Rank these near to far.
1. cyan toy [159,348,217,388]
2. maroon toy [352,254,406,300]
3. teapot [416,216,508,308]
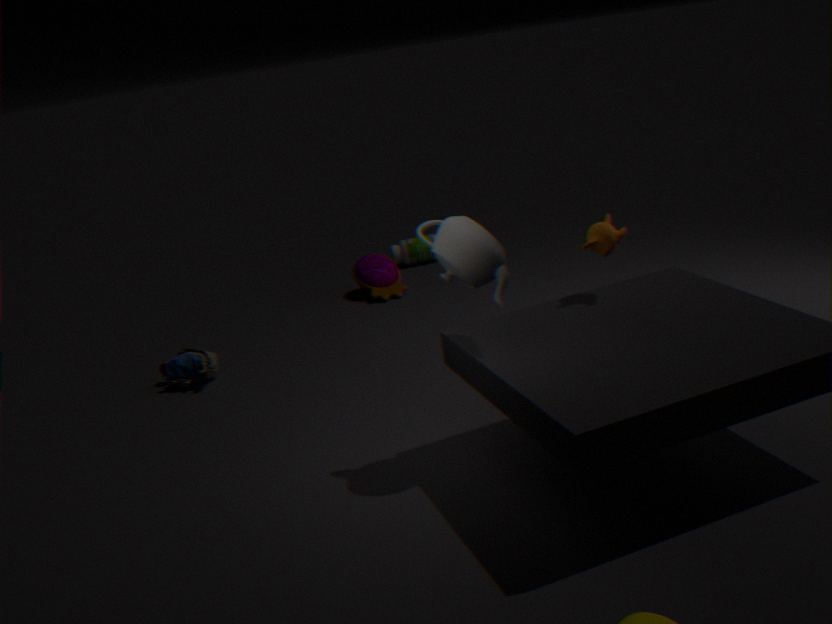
teapot [416,216,508,308] → cyan toy [159,348,217,388] → maroon toy [352,254,406,300]
